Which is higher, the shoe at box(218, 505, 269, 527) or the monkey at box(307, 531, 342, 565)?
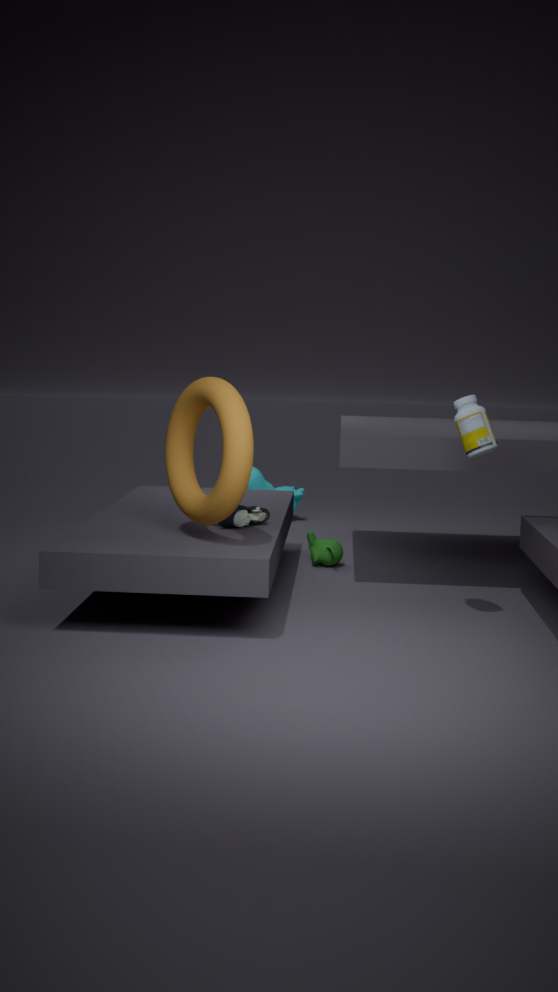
the shoe at box(218, 505, 269, 527)
